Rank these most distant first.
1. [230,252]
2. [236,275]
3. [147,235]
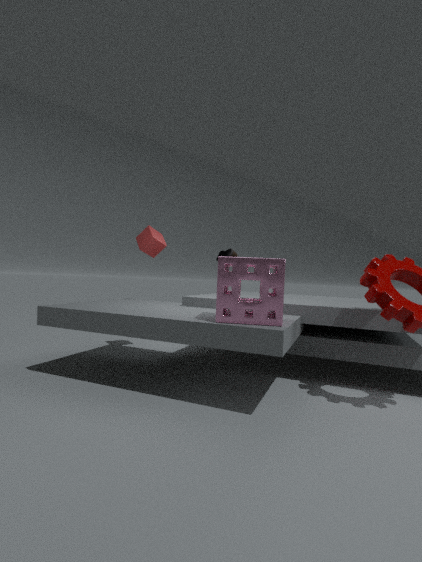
[230,252] → [147,235] → [236,275]
